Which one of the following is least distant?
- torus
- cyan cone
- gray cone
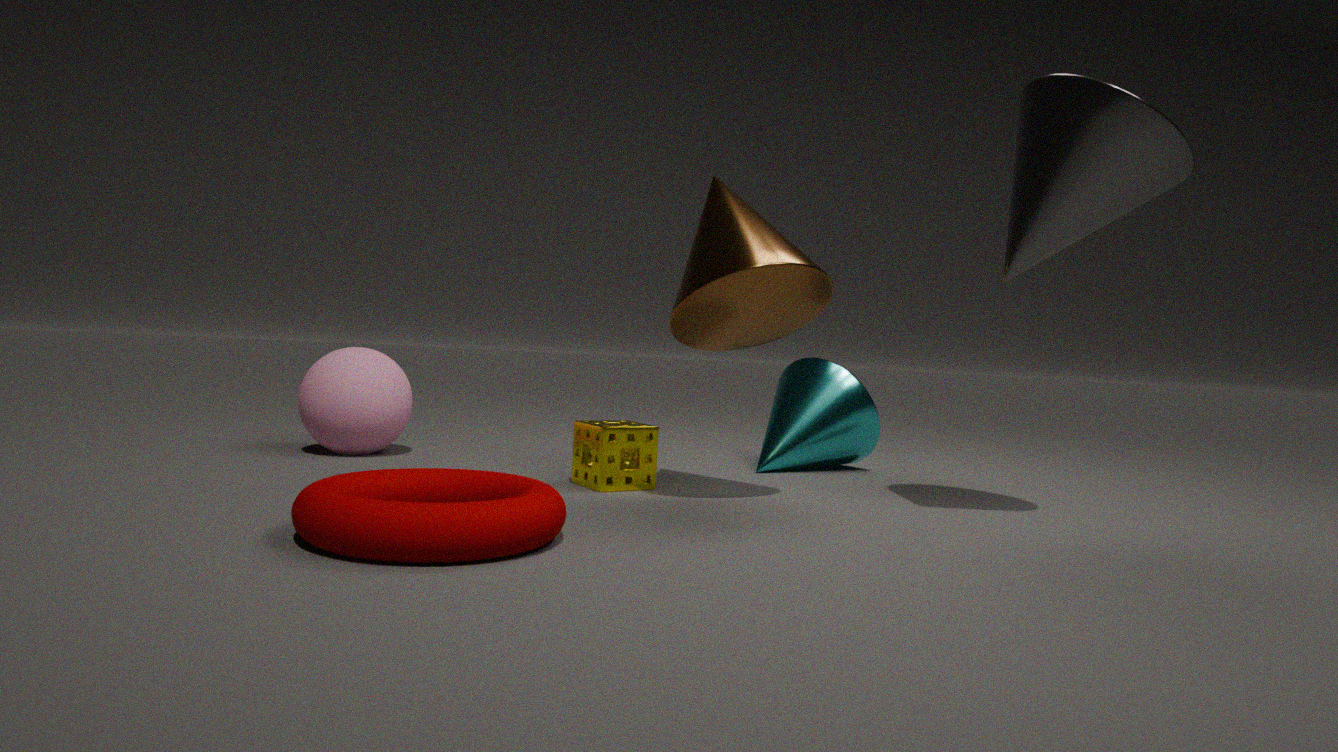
torus
